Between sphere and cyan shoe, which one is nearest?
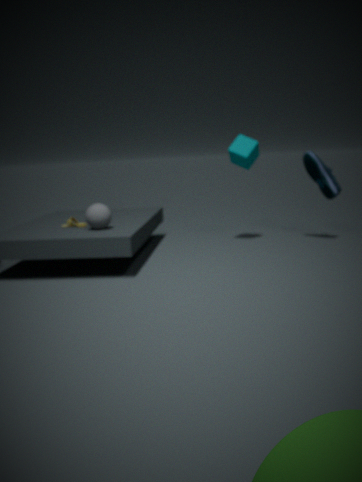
sphere
